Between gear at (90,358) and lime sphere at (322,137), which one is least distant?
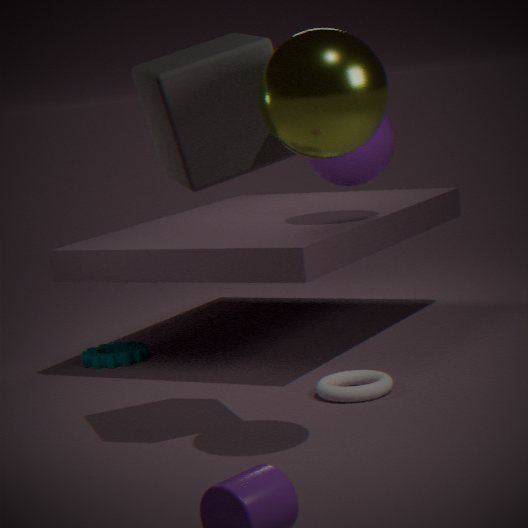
lime sphere at (322,137)
